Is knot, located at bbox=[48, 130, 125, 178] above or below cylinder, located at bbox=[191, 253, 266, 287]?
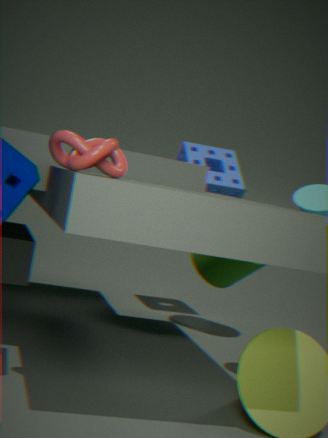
above
